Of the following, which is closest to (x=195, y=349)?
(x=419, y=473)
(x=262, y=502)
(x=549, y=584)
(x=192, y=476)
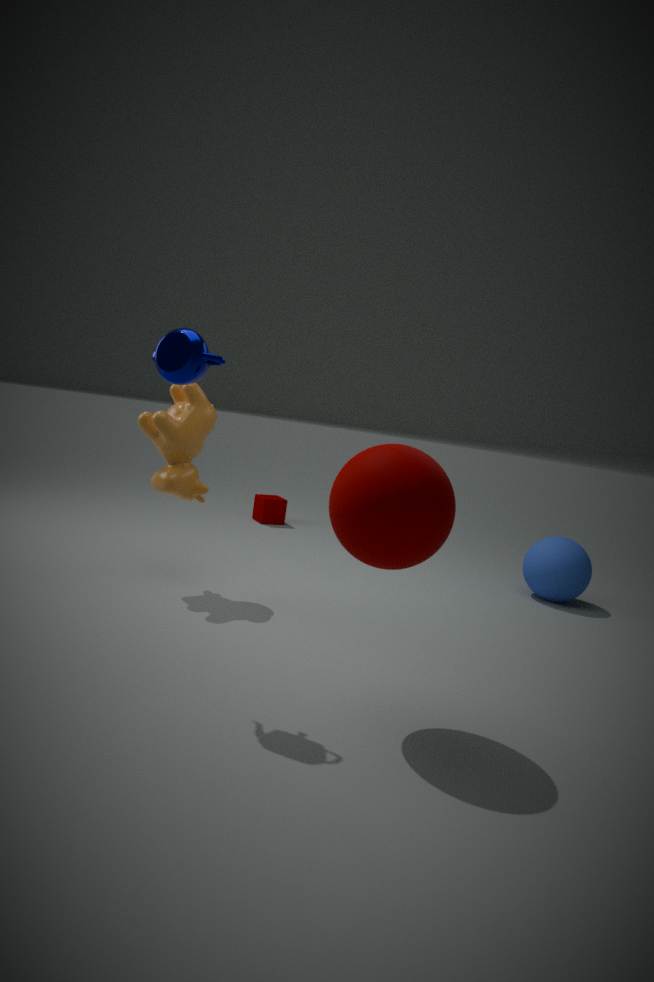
(x=419, y=473)
